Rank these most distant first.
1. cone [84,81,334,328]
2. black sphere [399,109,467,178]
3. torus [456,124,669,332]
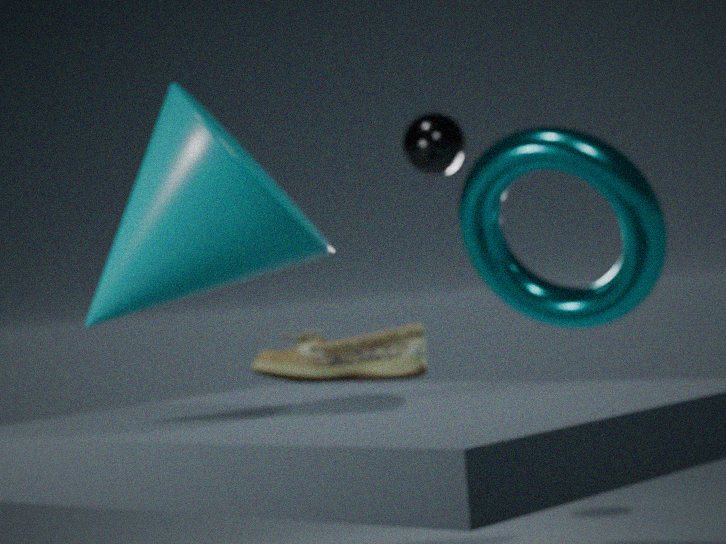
black sphere [399,109,467,178], torus [456,124,669,332], cone [84,81,334,328]
